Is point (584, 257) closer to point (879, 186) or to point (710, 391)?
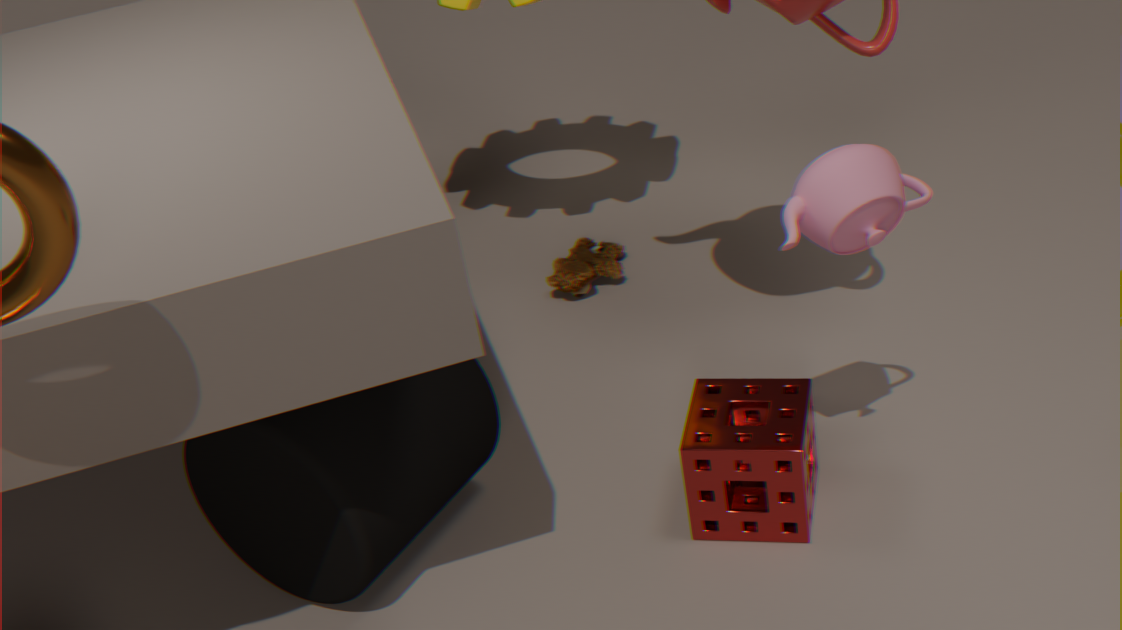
point (710, 391)
